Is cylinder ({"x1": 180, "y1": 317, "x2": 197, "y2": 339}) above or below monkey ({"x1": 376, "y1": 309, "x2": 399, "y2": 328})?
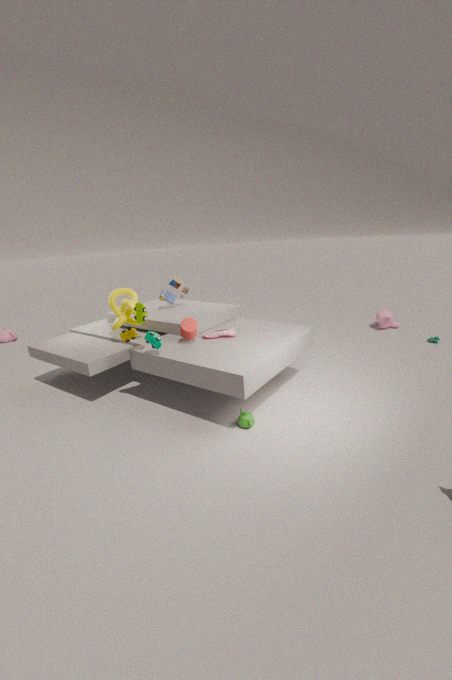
above
